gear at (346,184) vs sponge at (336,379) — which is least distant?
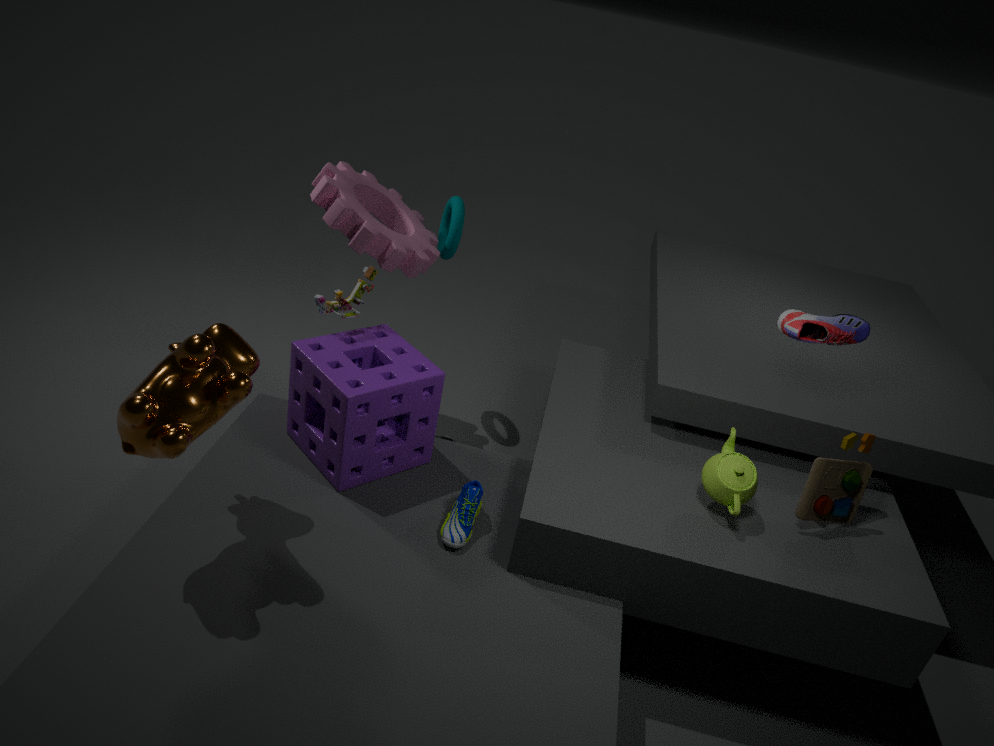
sponge at (336,379)
